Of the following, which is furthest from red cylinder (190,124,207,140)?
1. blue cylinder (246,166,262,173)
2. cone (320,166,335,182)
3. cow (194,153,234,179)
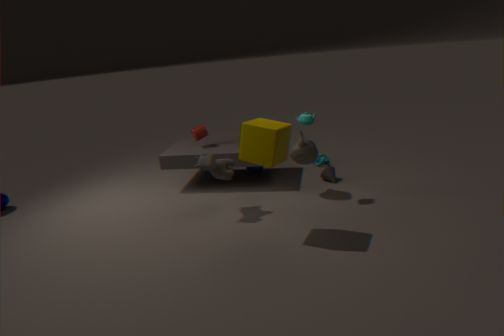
cone (320,166,335,182)
